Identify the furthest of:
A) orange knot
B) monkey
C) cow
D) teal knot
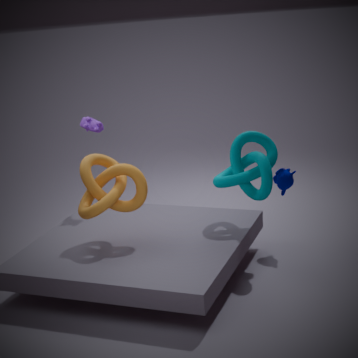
cow
